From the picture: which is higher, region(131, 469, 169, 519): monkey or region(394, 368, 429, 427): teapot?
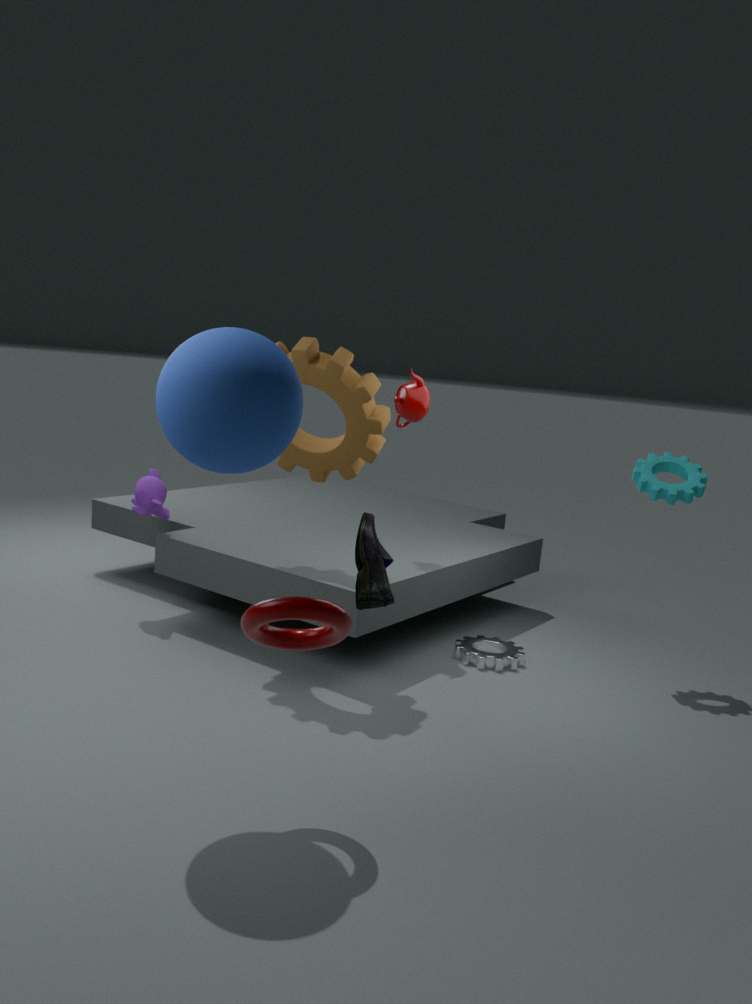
Result: region(394, 368, 429, 427): teapot
